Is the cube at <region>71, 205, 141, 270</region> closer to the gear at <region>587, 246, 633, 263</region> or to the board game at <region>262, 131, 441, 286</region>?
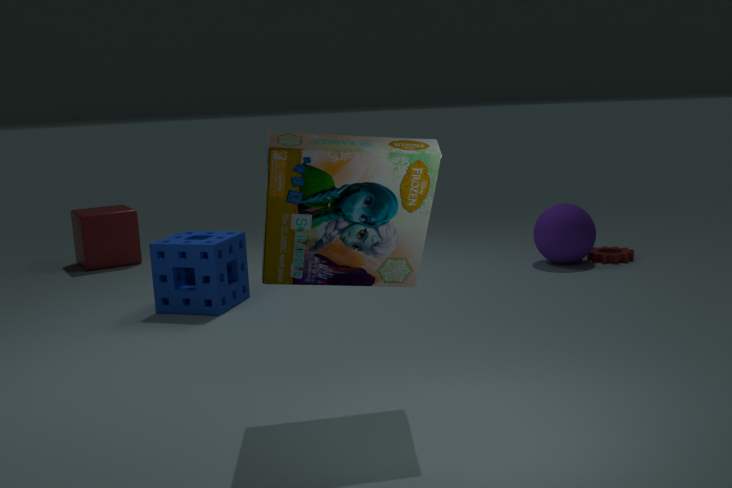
the board game at <region>262, 131, 441, 286</region>
